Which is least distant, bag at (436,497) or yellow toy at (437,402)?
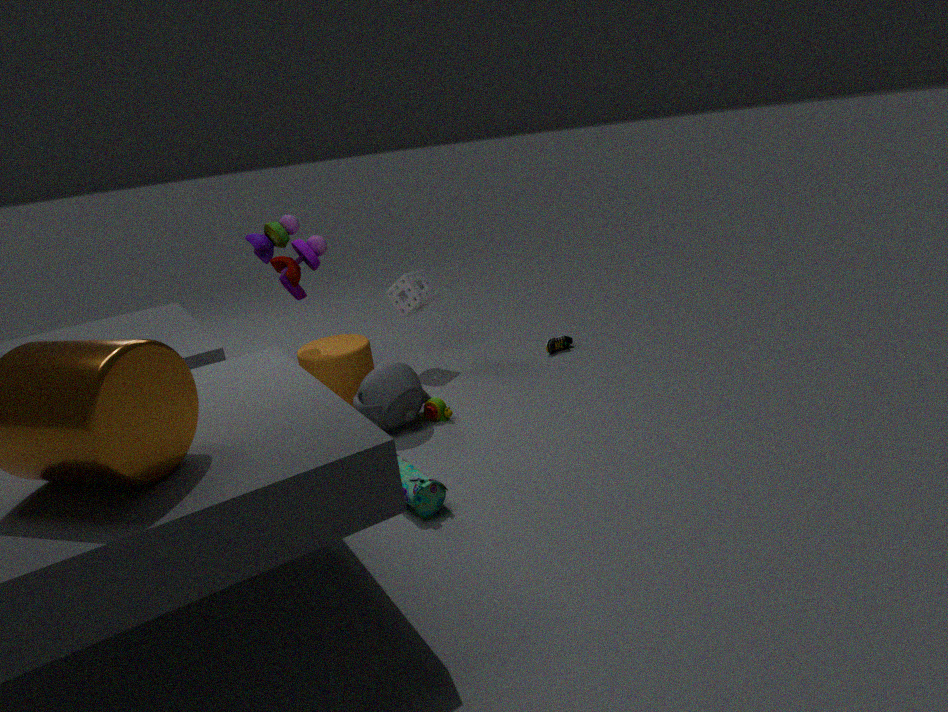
bag at (436,497)
